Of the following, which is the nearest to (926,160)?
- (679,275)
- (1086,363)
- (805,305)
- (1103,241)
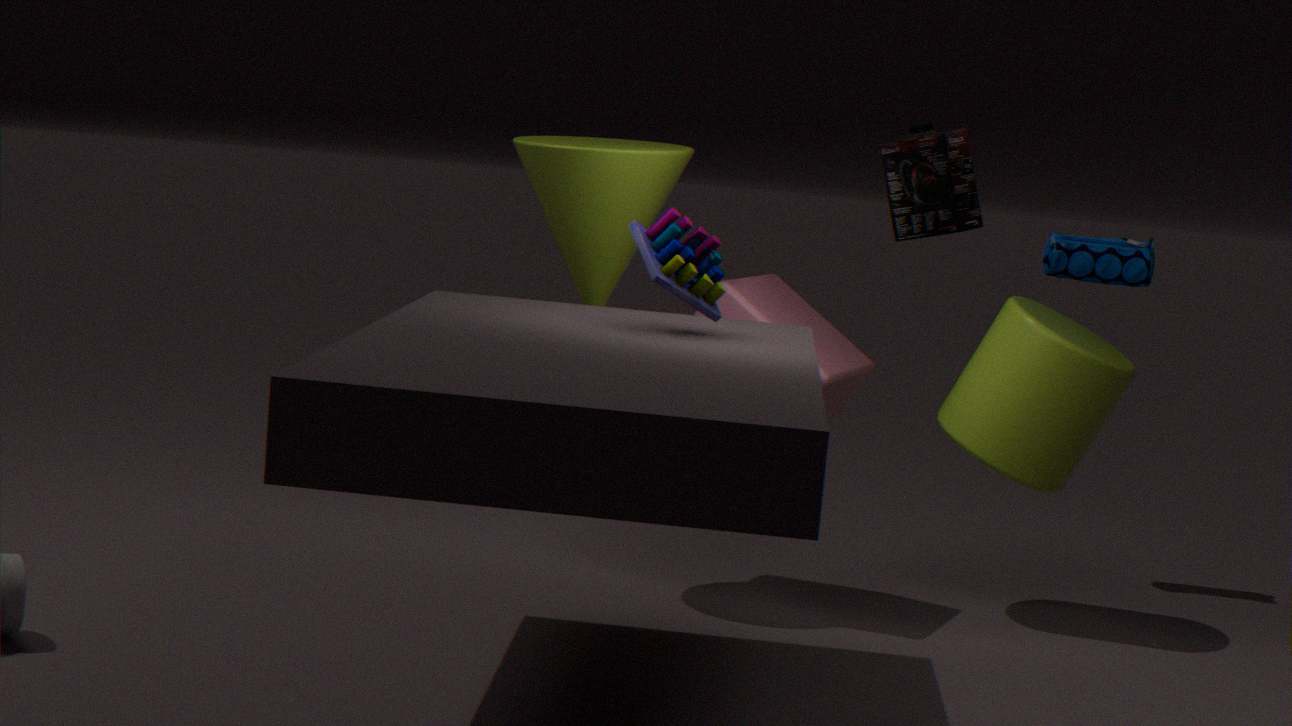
(679,275)
